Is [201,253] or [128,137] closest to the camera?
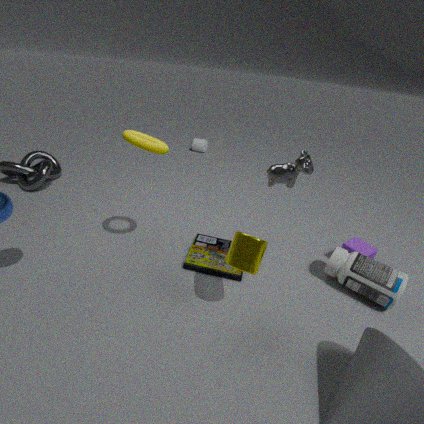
[128,137]
